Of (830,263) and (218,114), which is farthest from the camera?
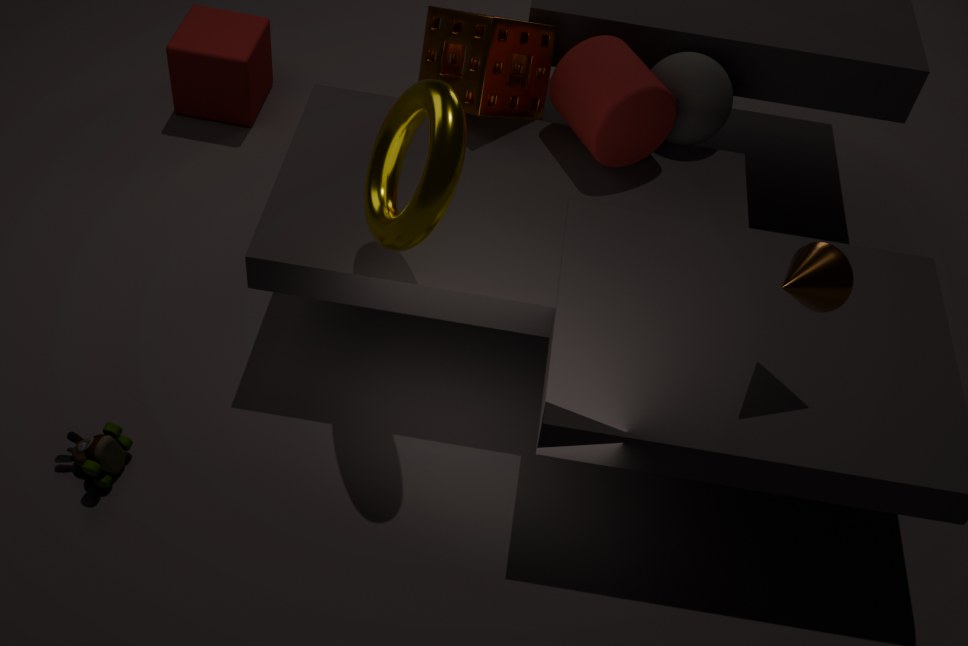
(218,114)
